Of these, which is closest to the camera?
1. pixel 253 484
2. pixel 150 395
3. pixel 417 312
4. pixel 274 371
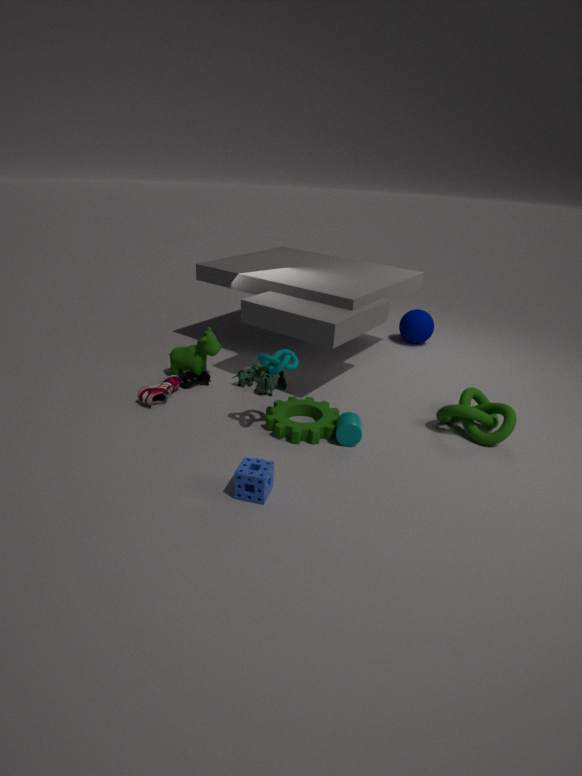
pixel 253 484
